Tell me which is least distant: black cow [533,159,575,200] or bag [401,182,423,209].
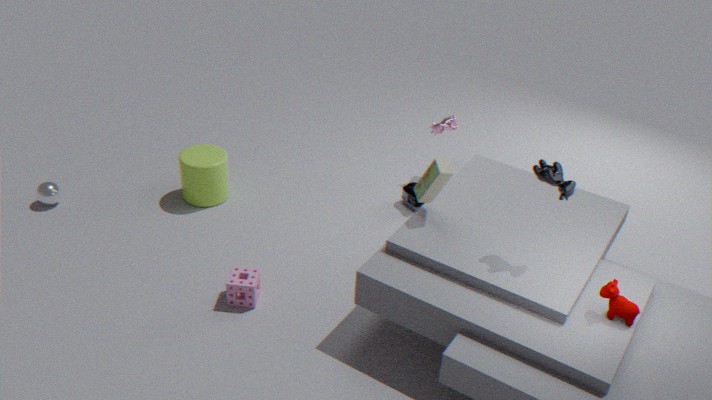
black cow [533,159,575,200]
